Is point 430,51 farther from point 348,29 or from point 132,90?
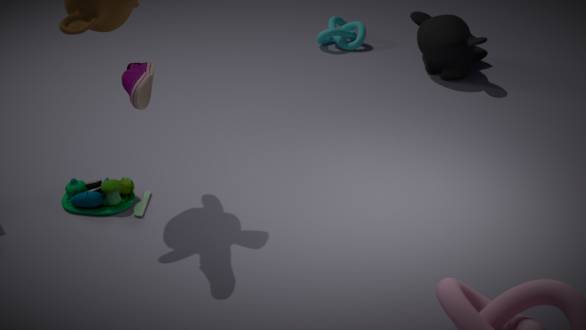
point 132,90
